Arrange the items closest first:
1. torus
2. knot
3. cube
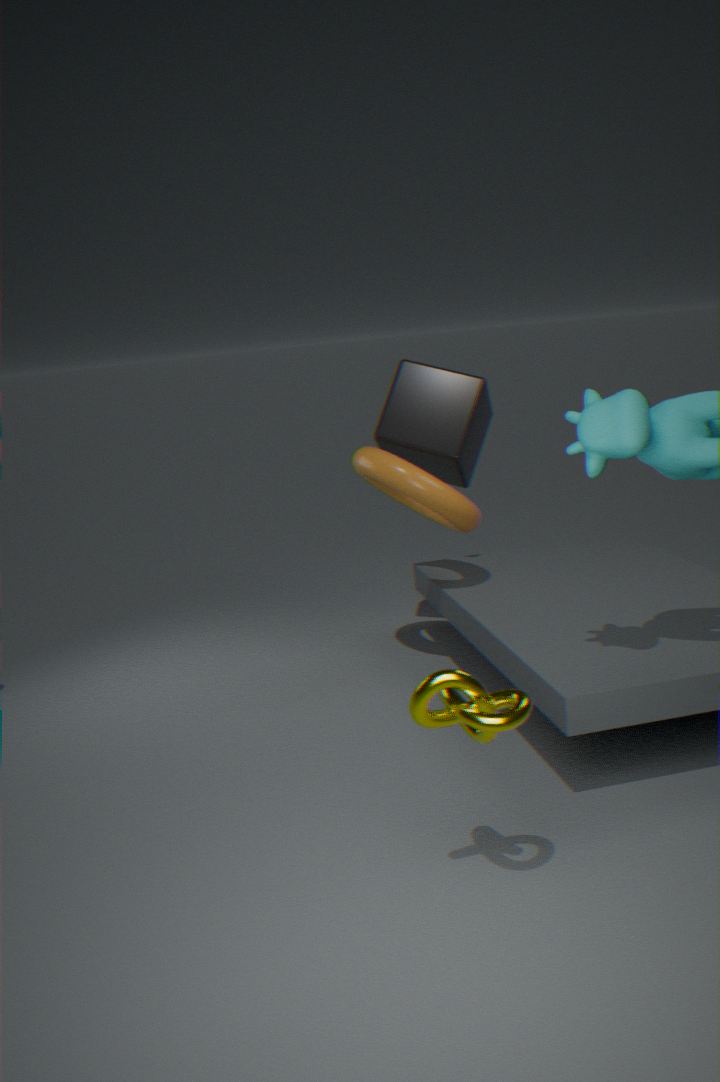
knot → torus → cube
